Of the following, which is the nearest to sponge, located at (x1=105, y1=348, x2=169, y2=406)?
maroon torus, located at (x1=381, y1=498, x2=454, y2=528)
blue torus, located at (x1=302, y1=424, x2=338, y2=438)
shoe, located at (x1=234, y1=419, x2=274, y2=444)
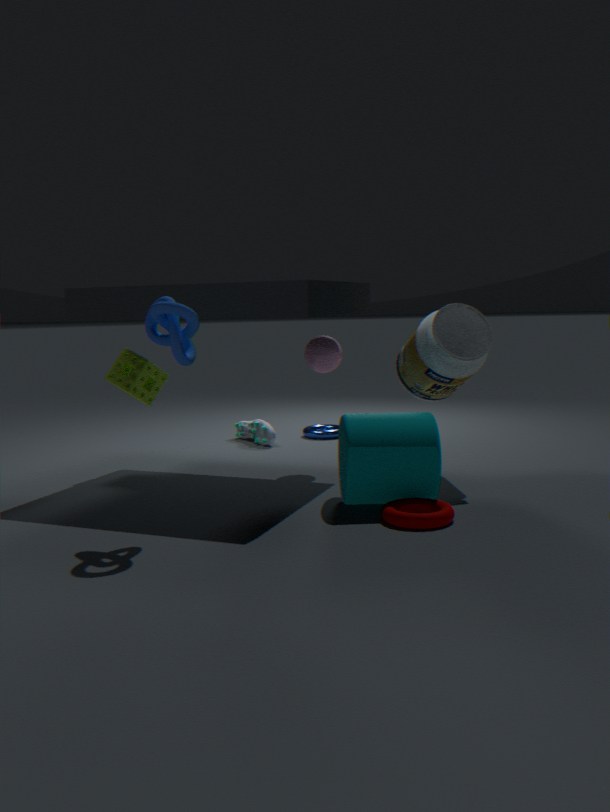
shoe, located at (x1=234, y1=419, x2=274, y2=444)
